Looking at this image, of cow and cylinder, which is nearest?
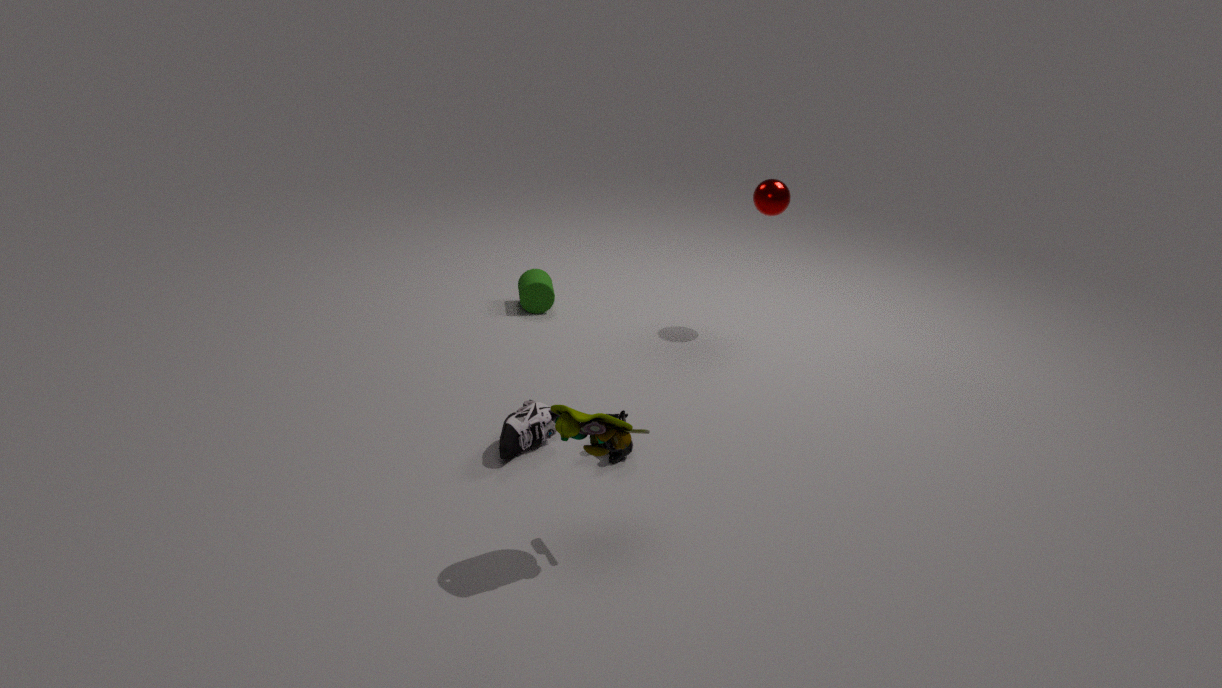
cow
